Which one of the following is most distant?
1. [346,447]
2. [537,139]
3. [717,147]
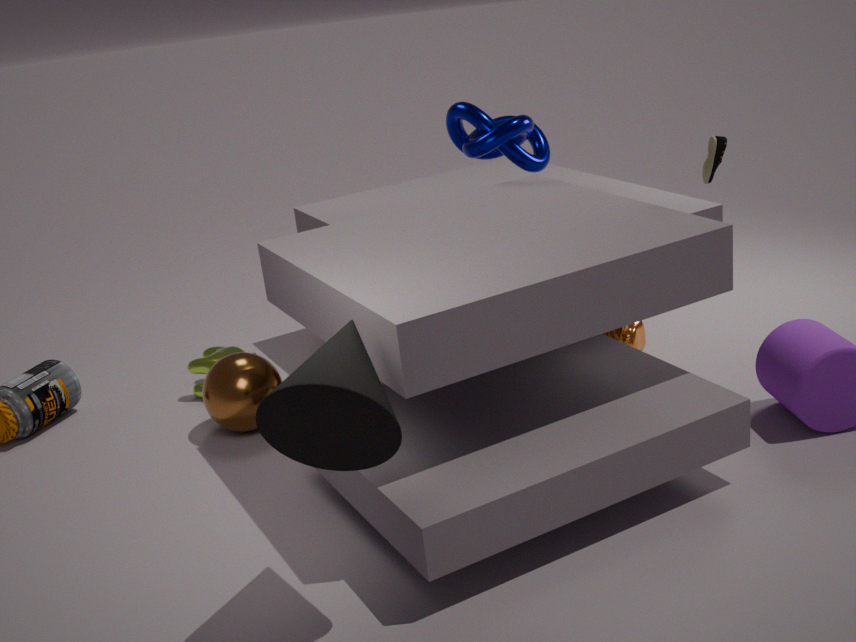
[537,139]
